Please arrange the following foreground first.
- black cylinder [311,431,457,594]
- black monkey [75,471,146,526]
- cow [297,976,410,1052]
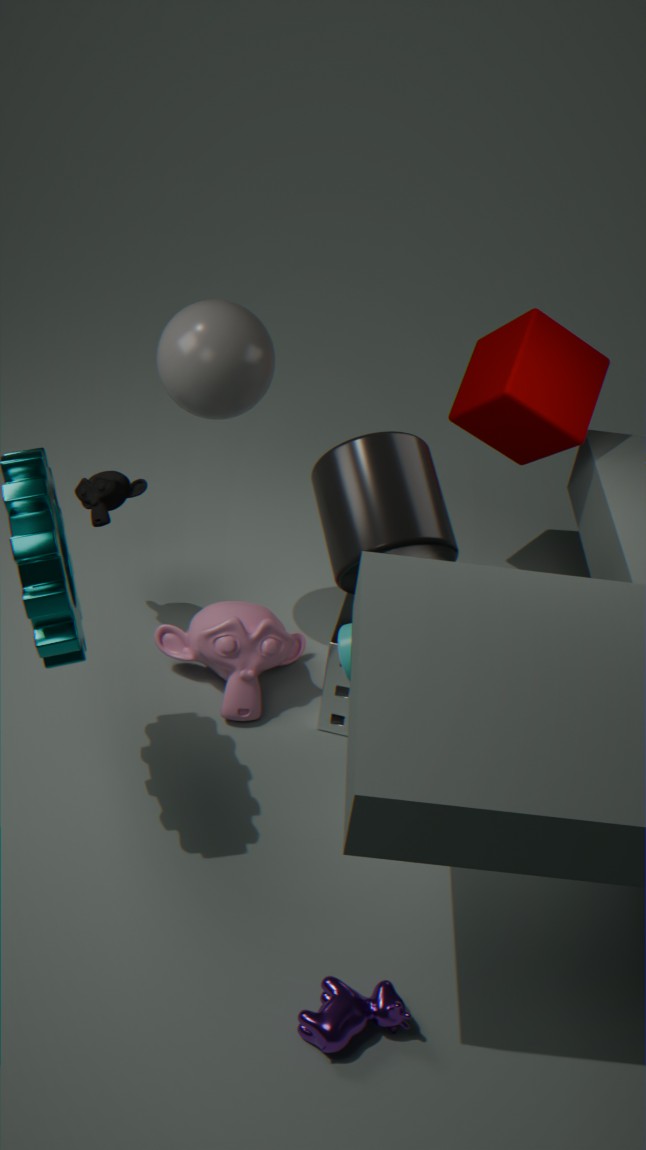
cow [297,976,410,1052] < black cylinder [311,431,457,594] < black monkey [75,471,146,526]
